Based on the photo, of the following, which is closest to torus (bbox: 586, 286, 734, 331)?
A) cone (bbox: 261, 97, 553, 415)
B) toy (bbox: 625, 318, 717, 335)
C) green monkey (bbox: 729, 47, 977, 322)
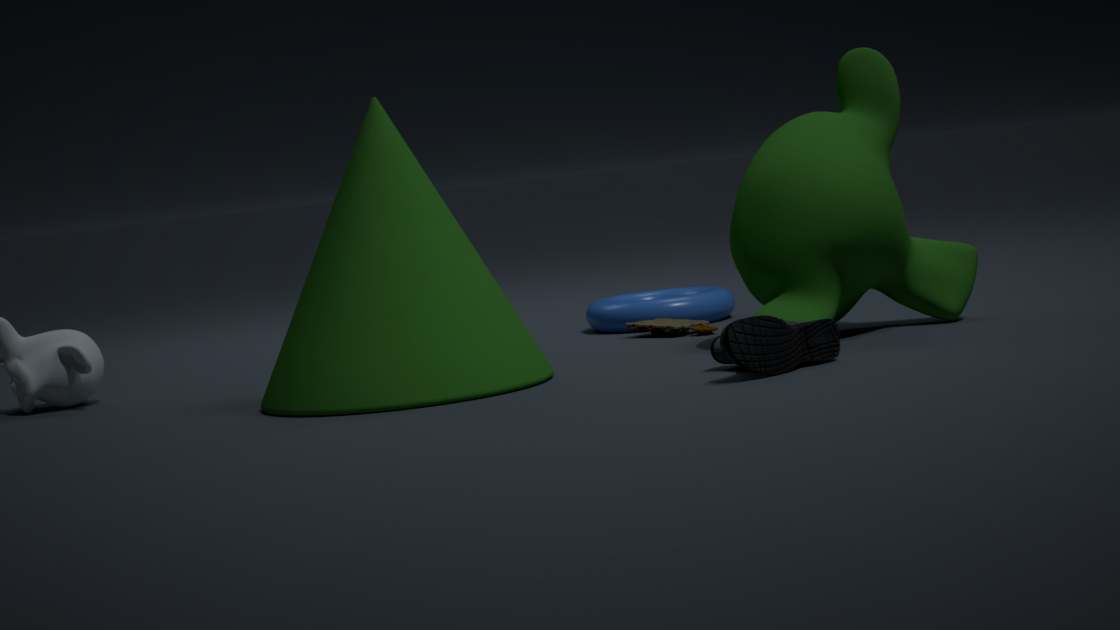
toy (bbox: 625, 318, 717, 335)
